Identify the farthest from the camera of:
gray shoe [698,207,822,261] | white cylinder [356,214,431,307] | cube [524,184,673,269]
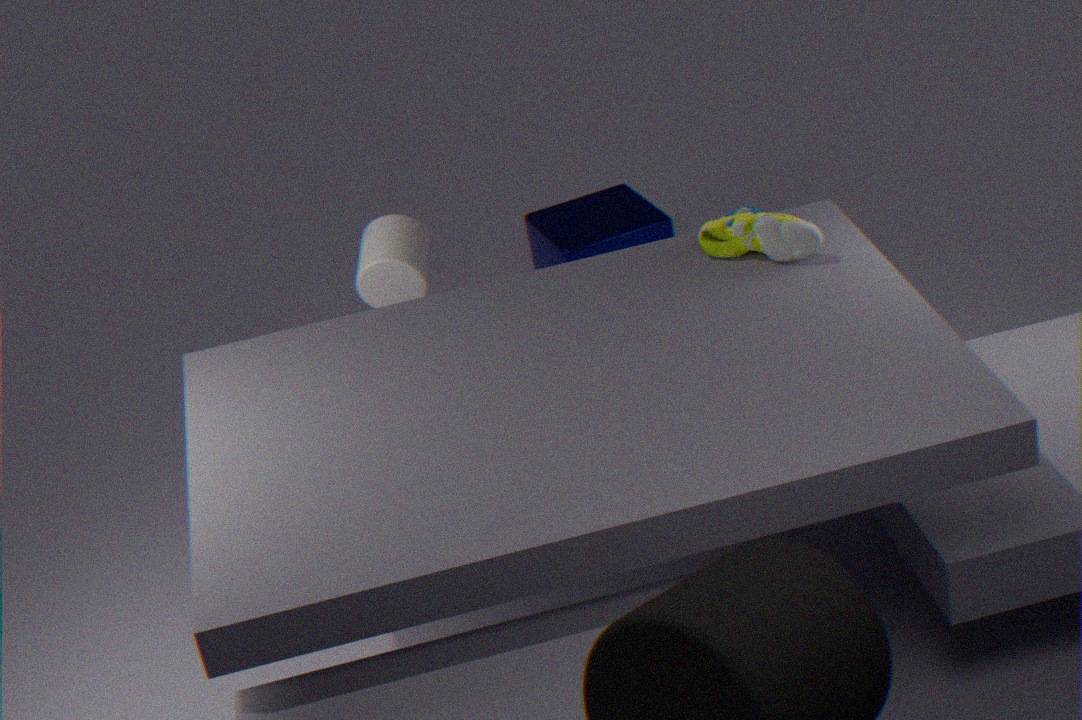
cube [524,184,673,269]
